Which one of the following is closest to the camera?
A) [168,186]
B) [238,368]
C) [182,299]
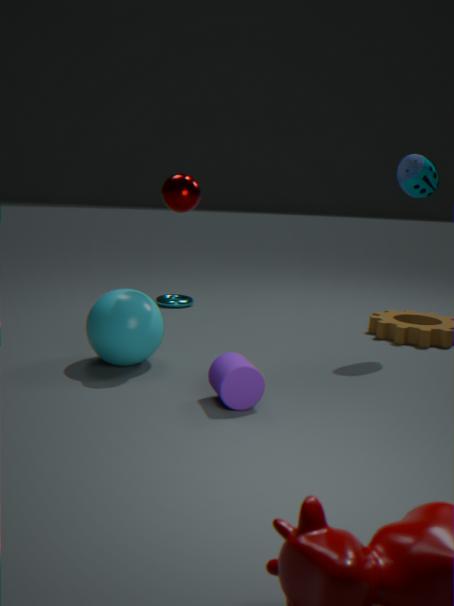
[238,368]
